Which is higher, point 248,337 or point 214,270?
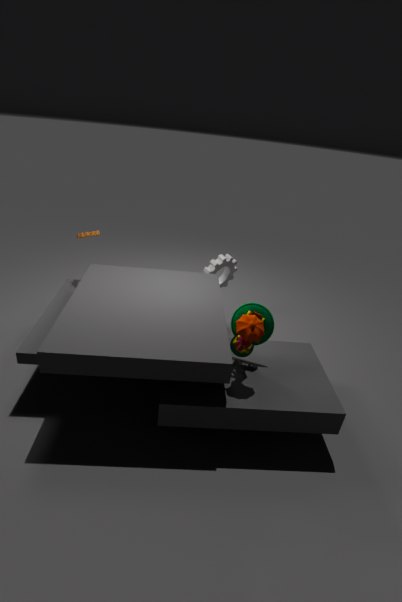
point 248,337
